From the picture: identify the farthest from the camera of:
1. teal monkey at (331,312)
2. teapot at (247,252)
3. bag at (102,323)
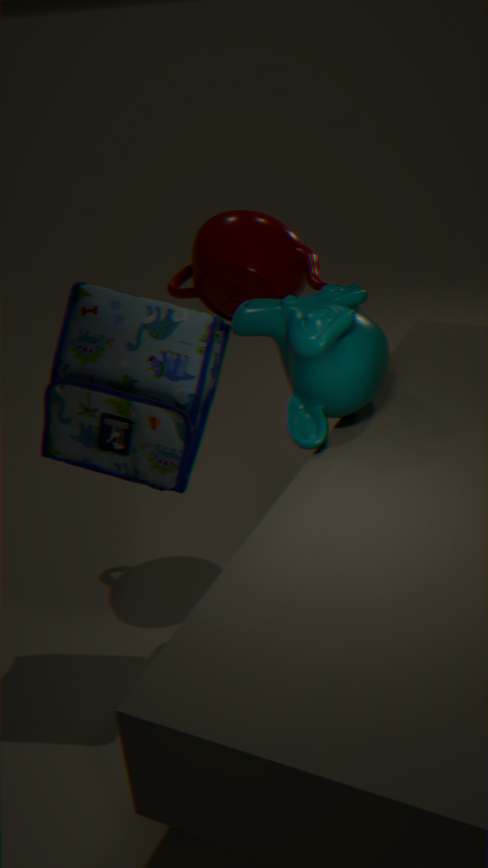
teapot at (247,252)
